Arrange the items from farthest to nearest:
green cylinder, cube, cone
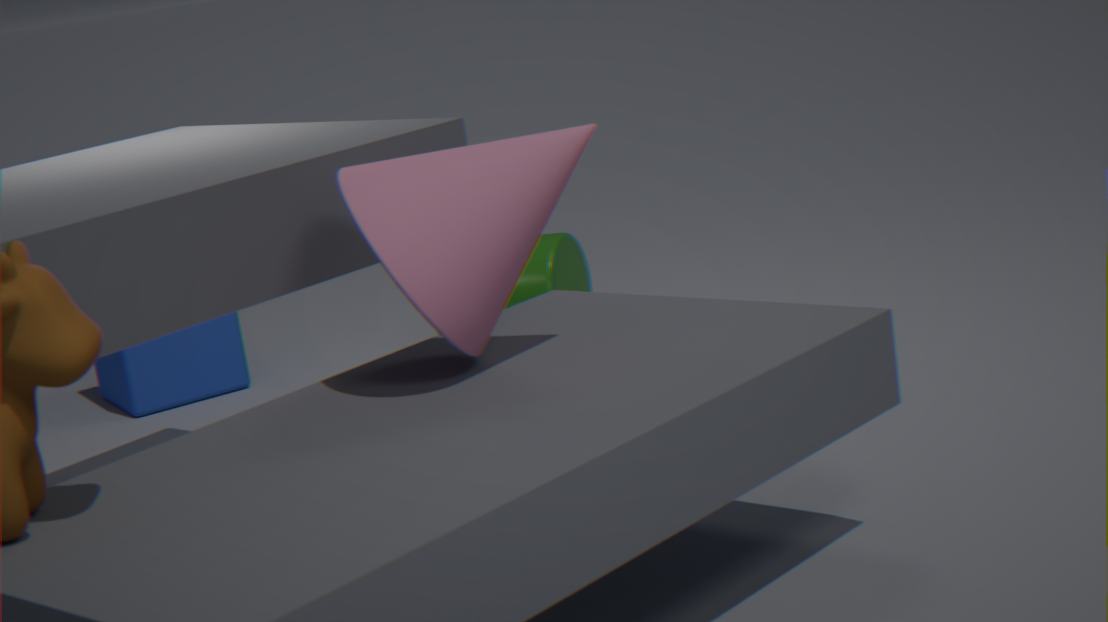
1. cube
2. green cylinder
3. cone
